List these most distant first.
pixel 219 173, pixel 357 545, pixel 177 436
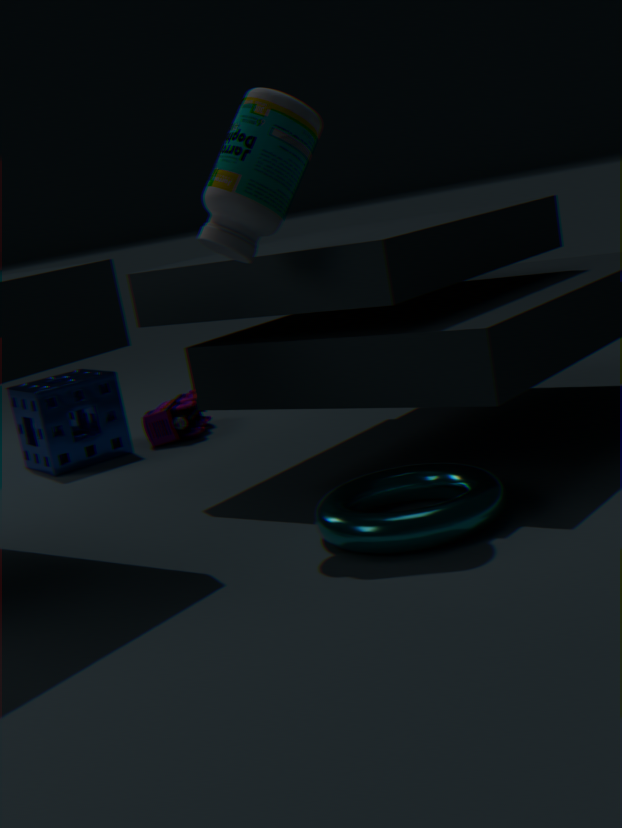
pixel 177 436, pixel 219 173, pixel 357 545
